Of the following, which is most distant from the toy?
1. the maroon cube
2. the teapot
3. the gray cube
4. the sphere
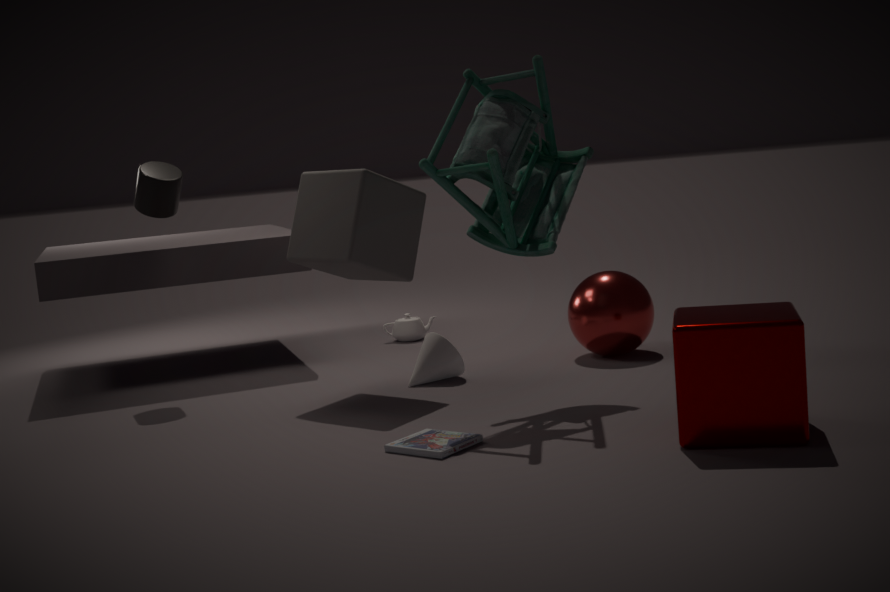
the teapot
